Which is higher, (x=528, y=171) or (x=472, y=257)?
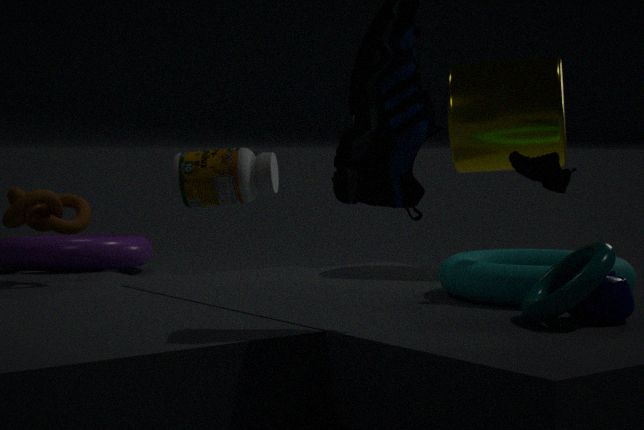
(x=528, y=171)
